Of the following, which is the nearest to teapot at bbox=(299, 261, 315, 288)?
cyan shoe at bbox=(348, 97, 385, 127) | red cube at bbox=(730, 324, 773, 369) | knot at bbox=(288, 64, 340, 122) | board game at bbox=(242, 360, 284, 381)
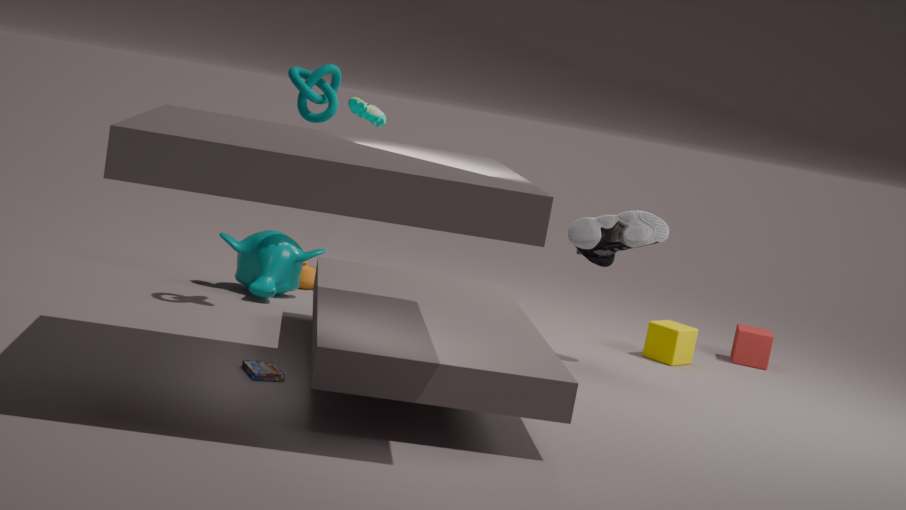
cyan shoe at bbox=(348, 97, 385, 127)
